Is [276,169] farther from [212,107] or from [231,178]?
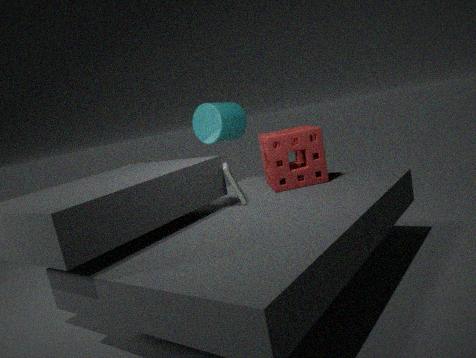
[212,107]
